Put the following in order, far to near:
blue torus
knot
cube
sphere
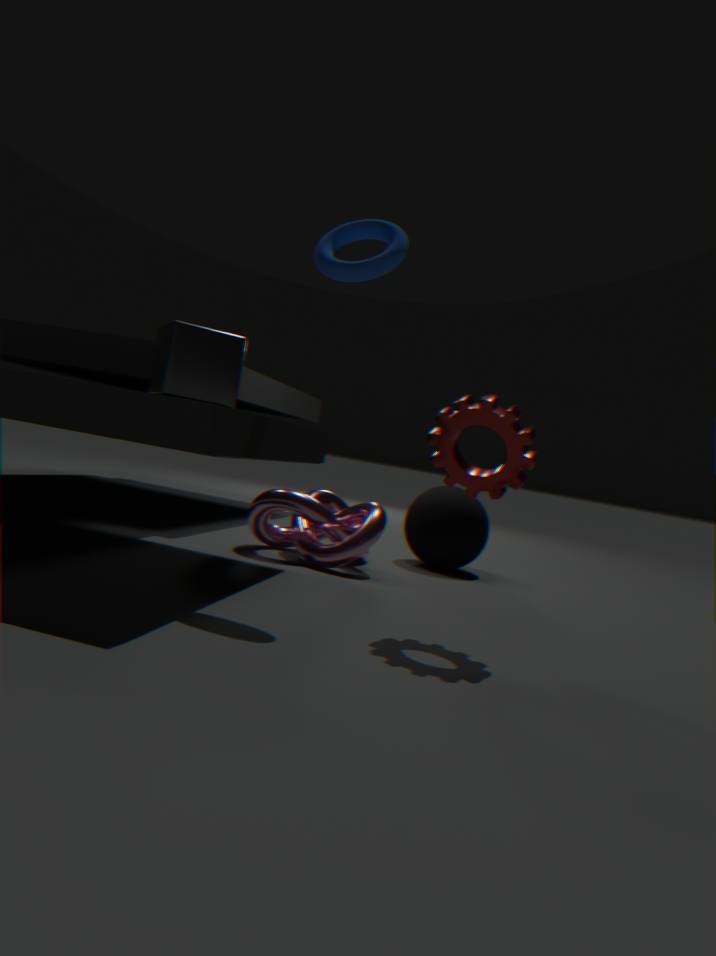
sphere
knot
blue torus
cube
